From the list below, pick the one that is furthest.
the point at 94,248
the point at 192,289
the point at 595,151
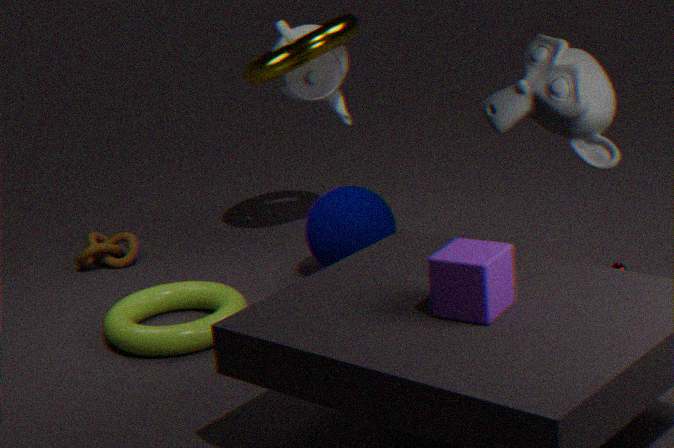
the point at 94,248
